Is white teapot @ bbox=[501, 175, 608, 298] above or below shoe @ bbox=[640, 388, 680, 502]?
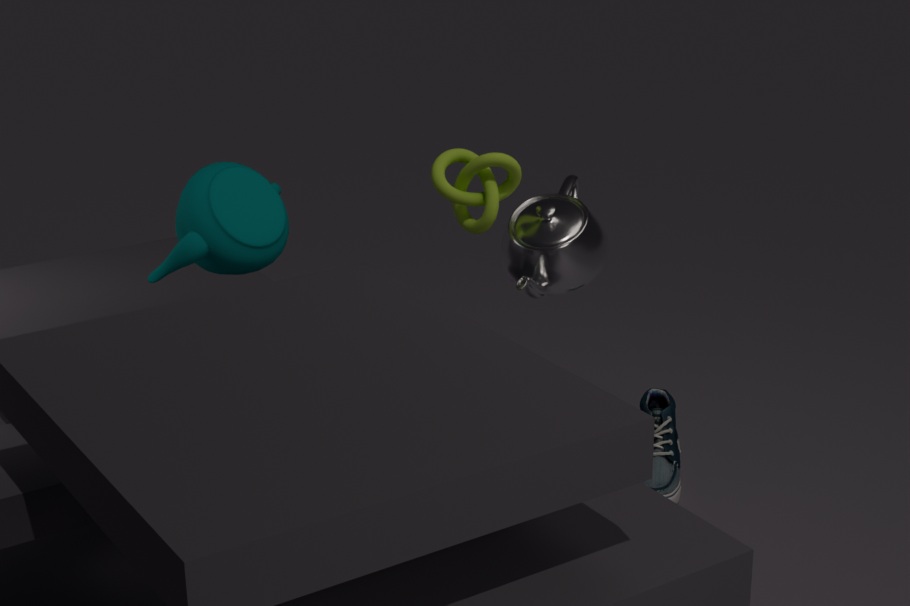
above
